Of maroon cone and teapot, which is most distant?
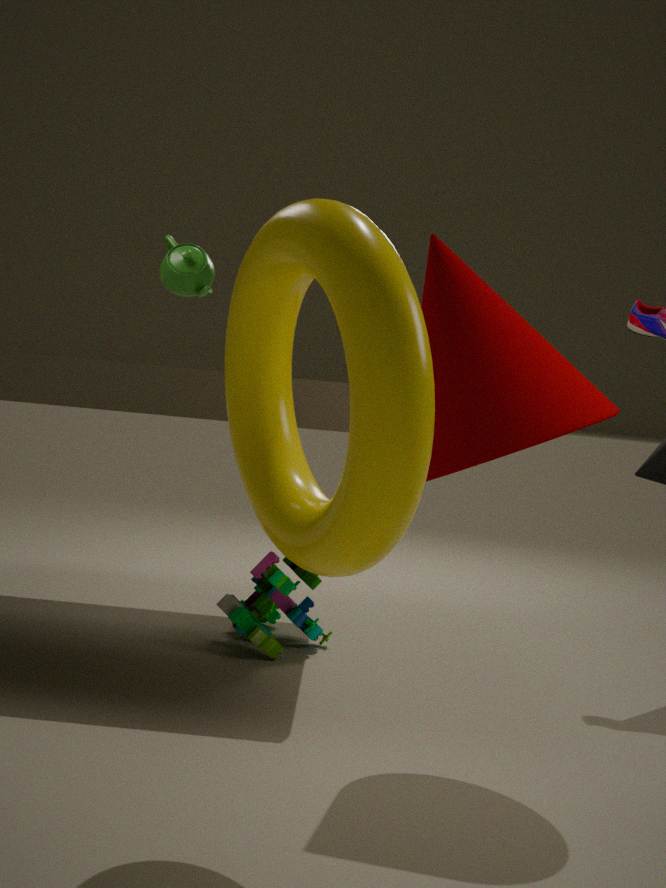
teapot
